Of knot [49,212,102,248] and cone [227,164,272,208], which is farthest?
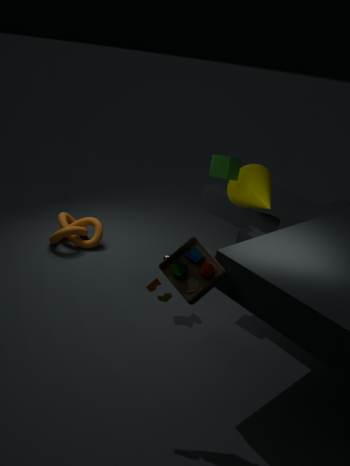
knot [49,212,102,248]
